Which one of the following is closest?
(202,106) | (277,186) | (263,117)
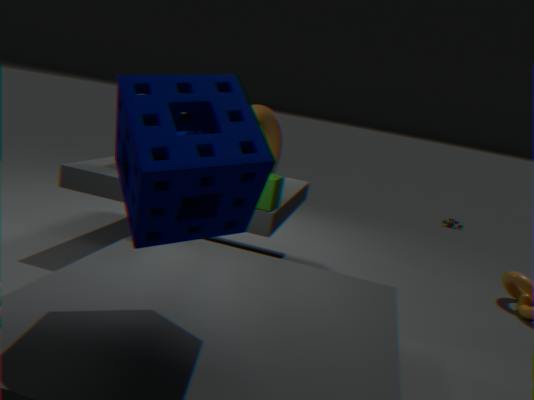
(202,106)
